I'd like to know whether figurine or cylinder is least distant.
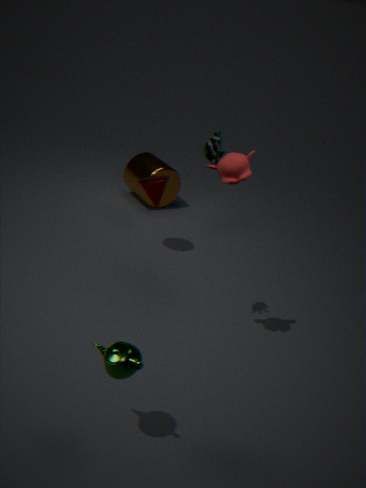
figurine
